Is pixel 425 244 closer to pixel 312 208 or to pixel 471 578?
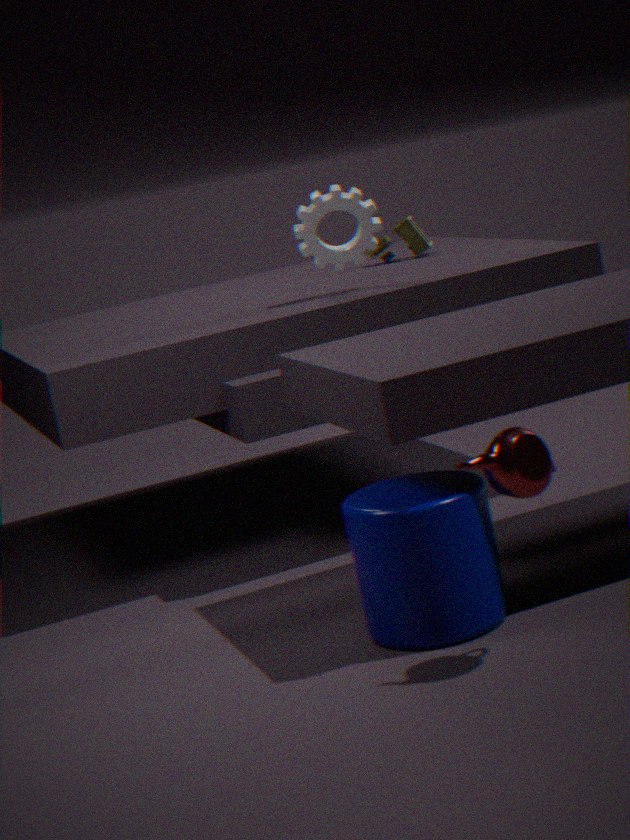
pixel 312 208
